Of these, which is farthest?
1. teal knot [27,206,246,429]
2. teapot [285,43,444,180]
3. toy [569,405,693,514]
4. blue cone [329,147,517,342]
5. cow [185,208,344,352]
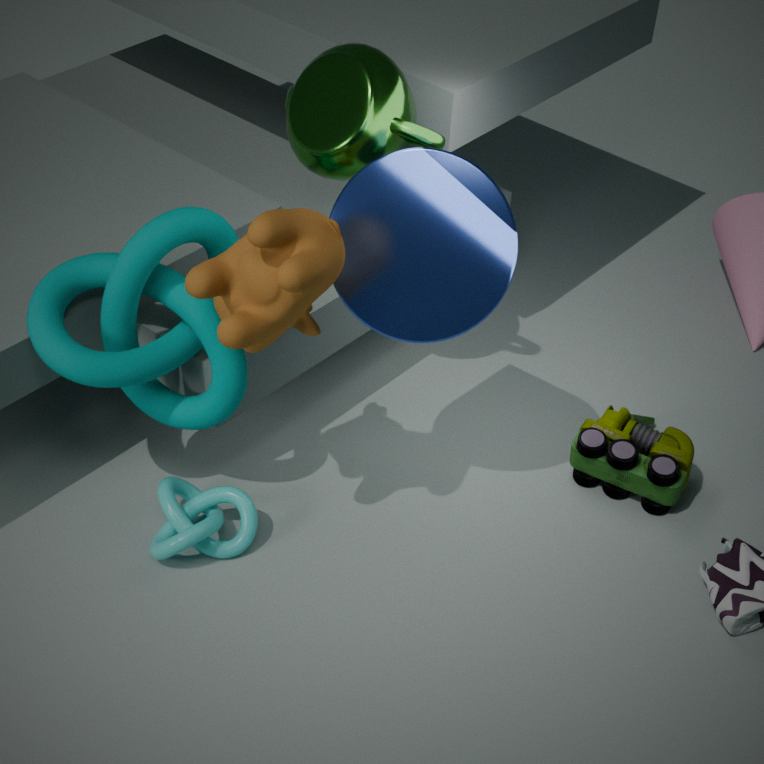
toy [569,405,693,514]
